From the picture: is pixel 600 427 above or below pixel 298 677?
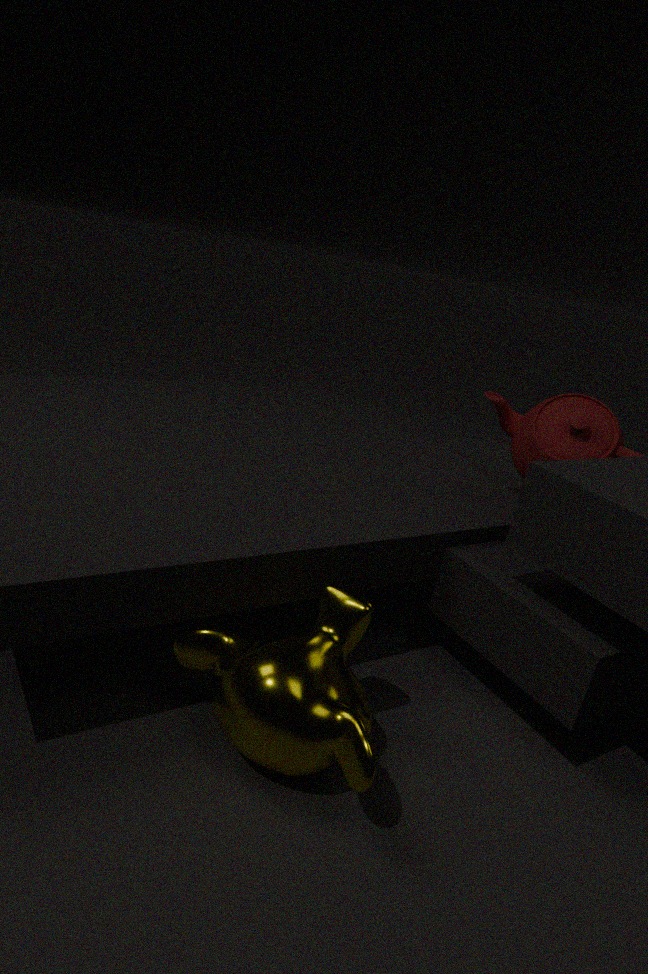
above
